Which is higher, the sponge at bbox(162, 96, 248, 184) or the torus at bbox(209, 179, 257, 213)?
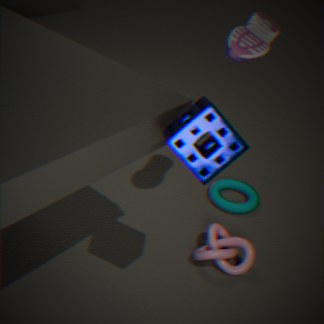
A: the sponge at bbox(162, 96, 248, 184)
